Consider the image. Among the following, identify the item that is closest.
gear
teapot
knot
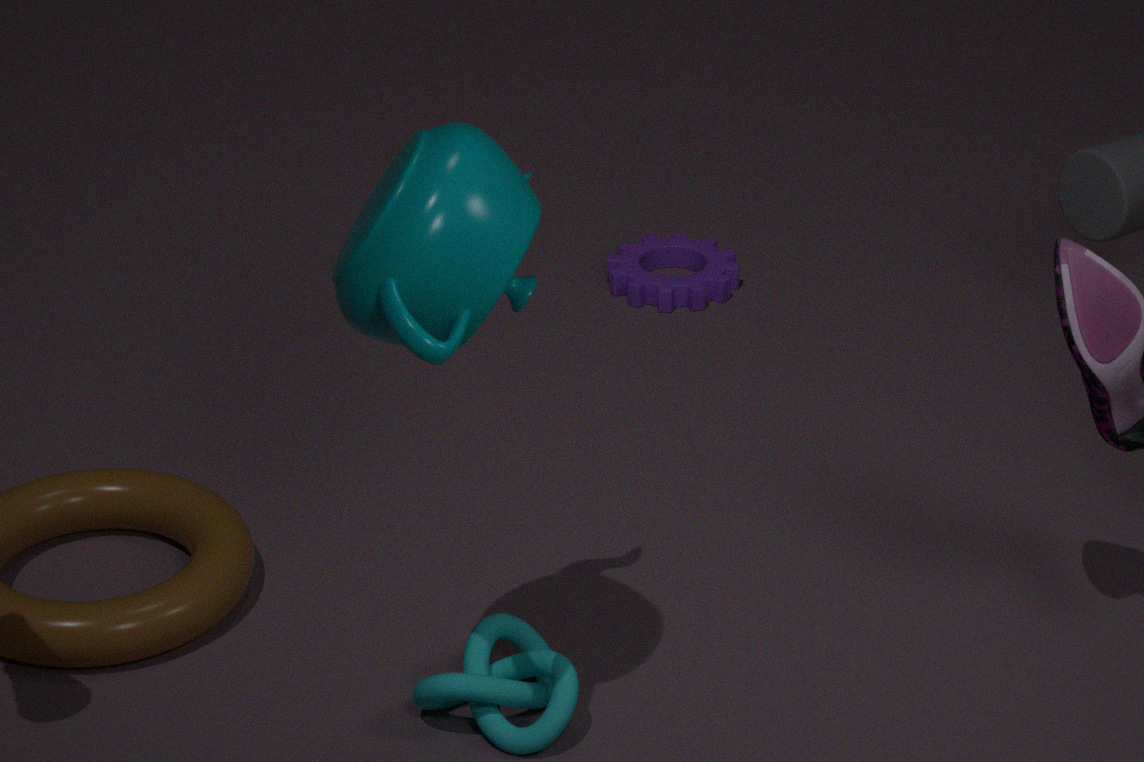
teapot
